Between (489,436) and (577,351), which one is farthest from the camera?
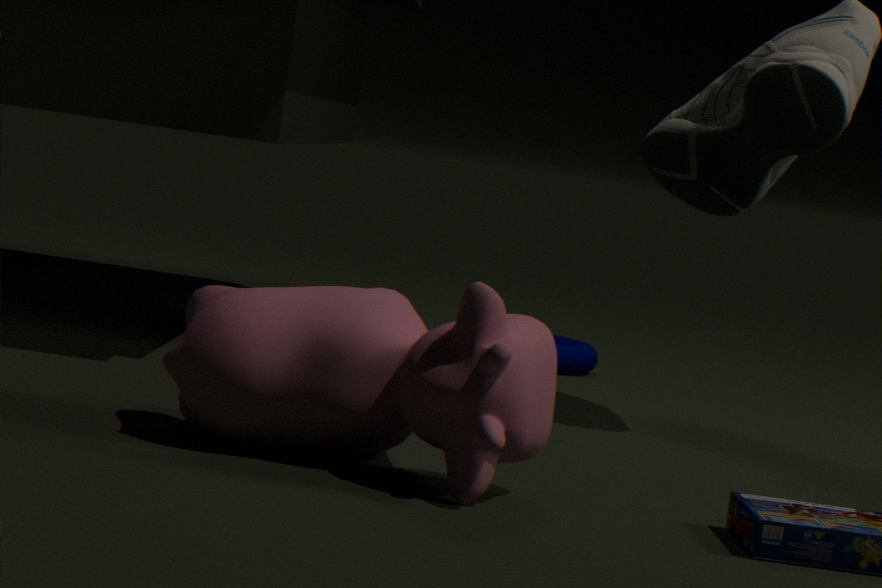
(577,351)
